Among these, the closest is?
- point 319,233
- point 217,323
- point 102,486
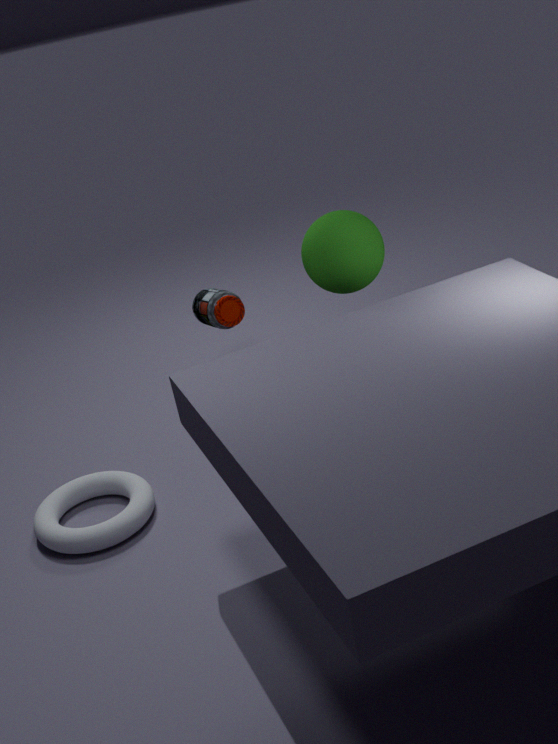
point 319,233
